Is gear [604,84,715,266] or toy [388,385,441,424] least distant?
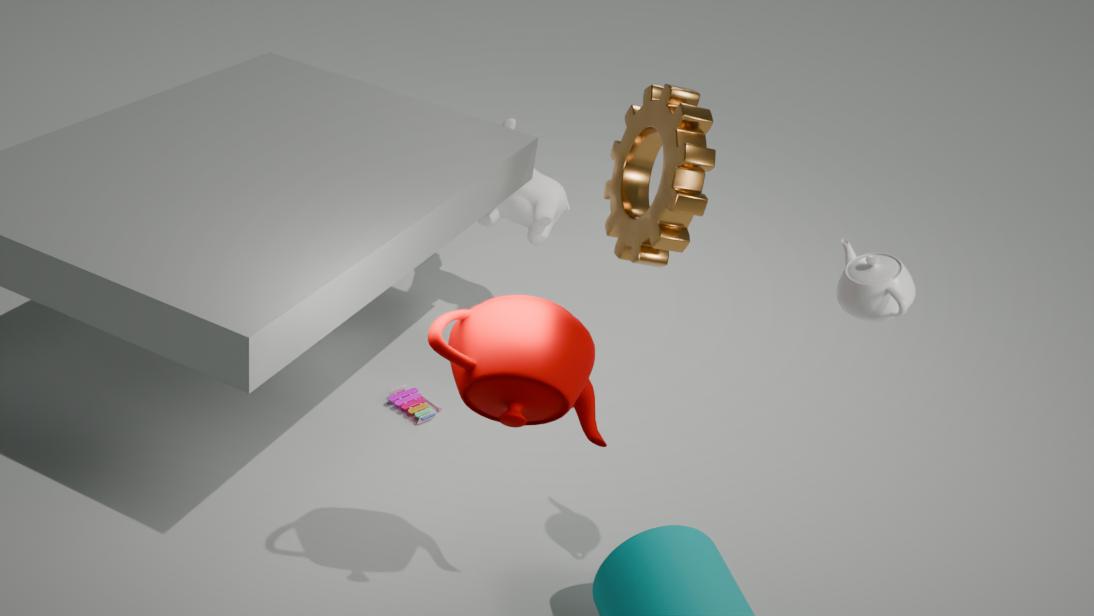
gear [604,84,715,266]
